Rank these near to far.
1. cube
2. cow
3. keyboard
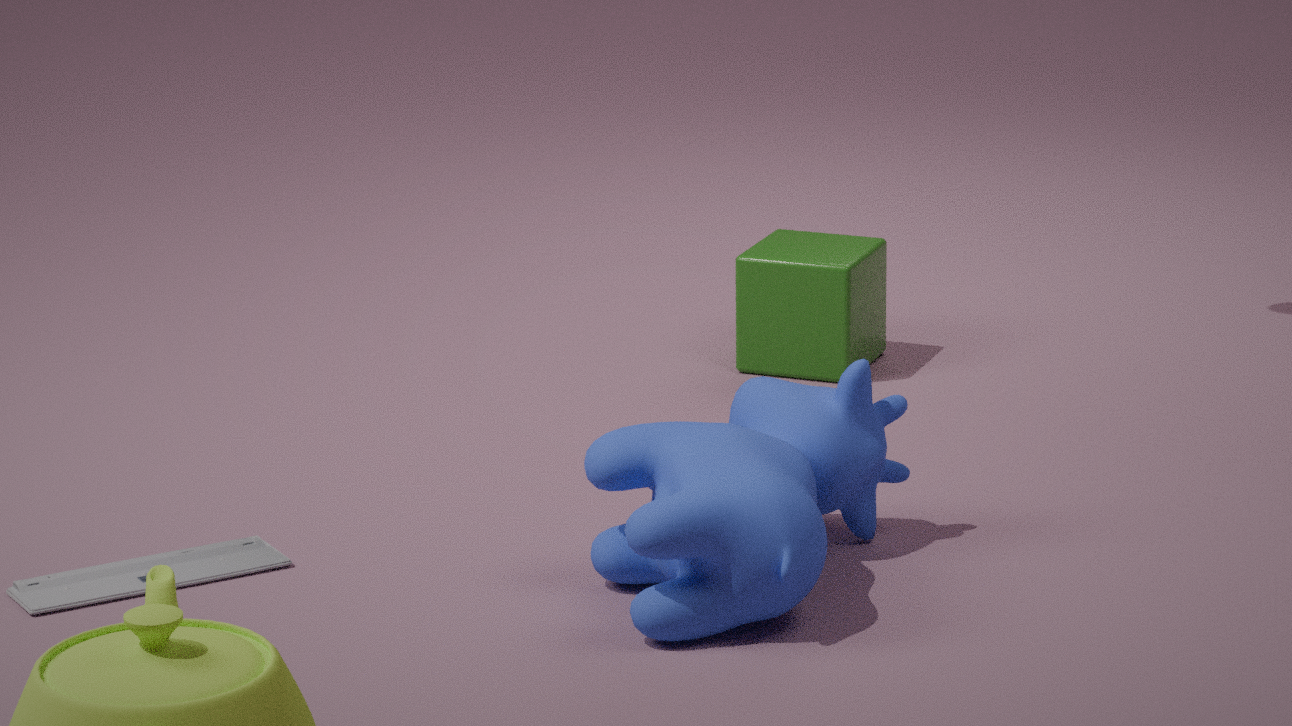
cow, keyboard, cube
